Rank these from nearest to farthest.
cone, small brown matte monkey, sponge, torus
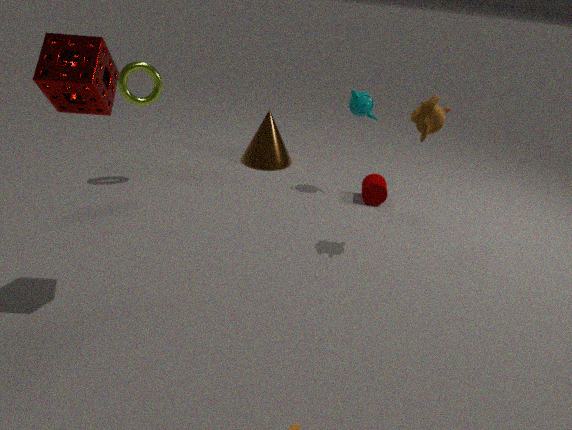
sponge < small brown matte monkey < torus < cone
